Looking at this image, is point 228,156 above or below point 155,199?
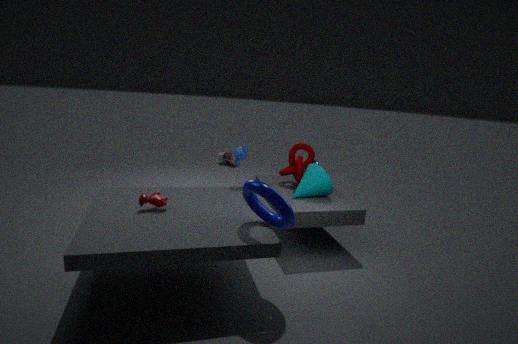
below
